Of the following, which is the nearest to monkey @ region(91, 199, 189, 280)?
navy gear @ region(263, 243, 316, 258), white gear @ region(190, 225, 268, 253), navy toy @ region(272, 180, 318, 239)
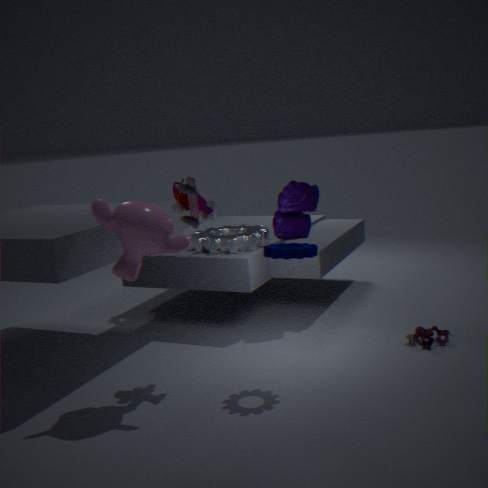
navy gear @ region(263, 243, 316, 258)
